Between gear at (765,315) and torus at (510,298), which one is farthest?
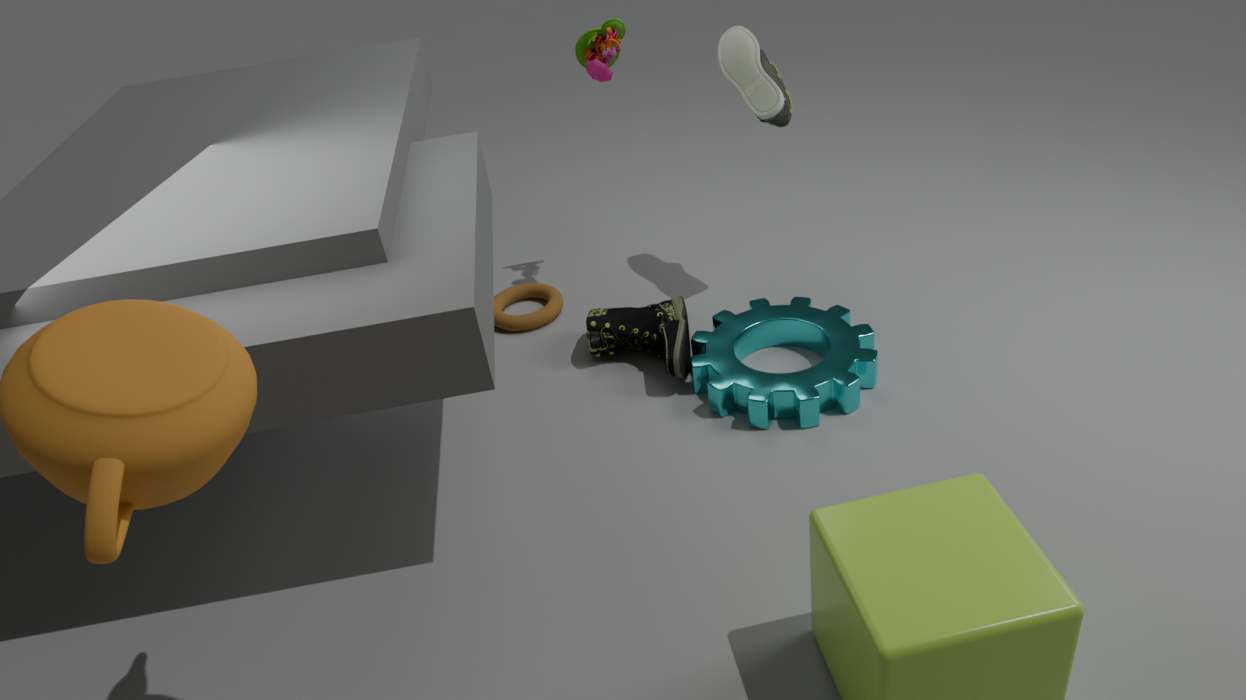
torus at (510,298)
